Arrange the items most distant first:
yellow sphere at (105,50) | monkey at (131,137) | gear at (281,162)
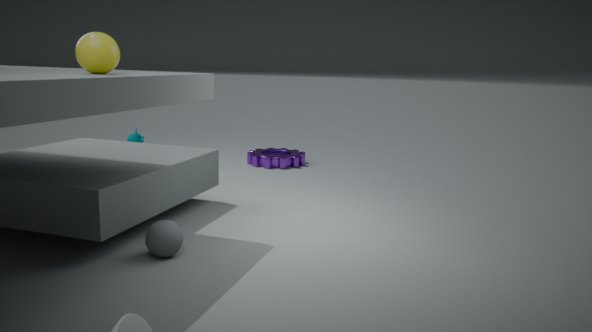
monkey at (131,137), gear at (281,162), yellow sphere at (105,50)
